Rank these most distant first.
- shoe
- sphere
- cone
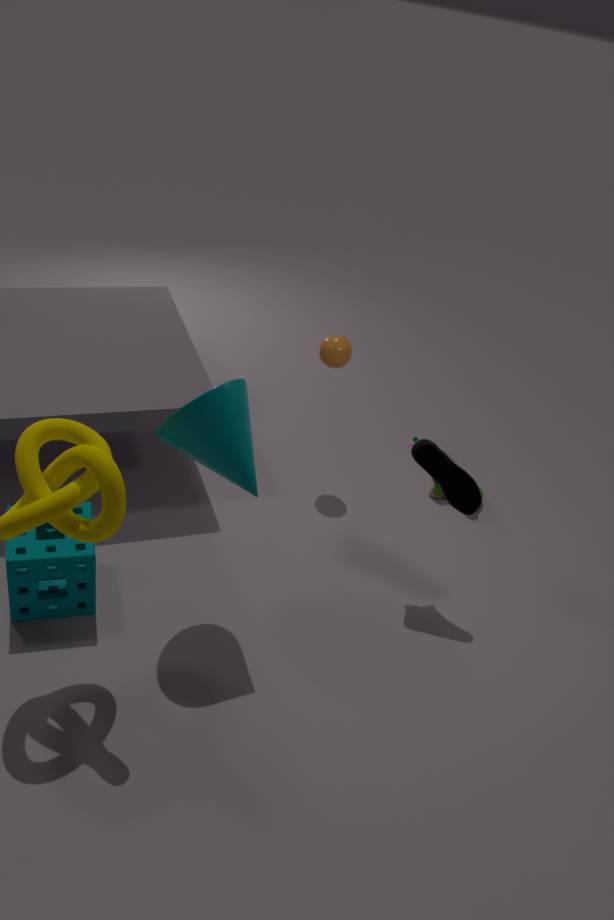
1. sphere
2. shoe
3. cone
